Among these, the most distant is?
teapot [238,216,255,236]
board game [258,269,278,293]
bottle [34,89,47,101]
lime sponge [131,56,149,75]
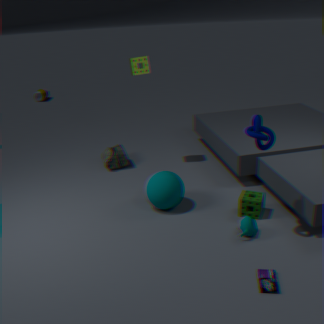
bottle [34,89,47,101]
